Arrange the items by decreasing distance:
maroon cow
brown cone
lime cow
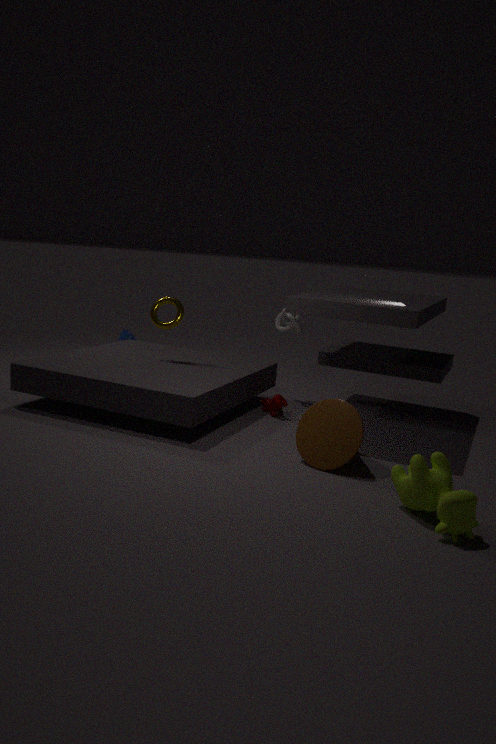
1. maroon cow
2. brown cone
3. lime cow
